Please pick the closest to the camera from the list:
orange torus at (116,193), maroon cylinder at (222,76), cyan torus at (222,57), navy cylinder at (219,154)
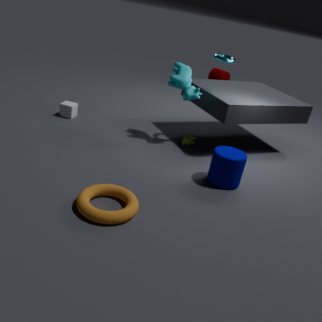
orange torus at (116,193)
